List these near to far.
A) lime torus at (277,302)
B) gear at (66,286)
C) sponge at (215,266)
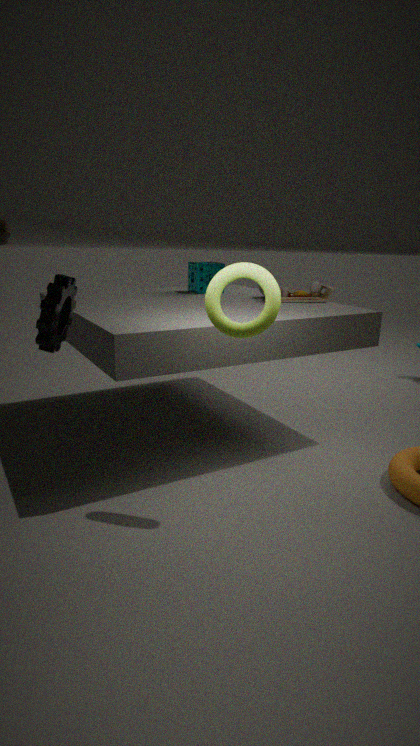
gear at (66,286), lime torus at (277,302), sponge at (215,266)
